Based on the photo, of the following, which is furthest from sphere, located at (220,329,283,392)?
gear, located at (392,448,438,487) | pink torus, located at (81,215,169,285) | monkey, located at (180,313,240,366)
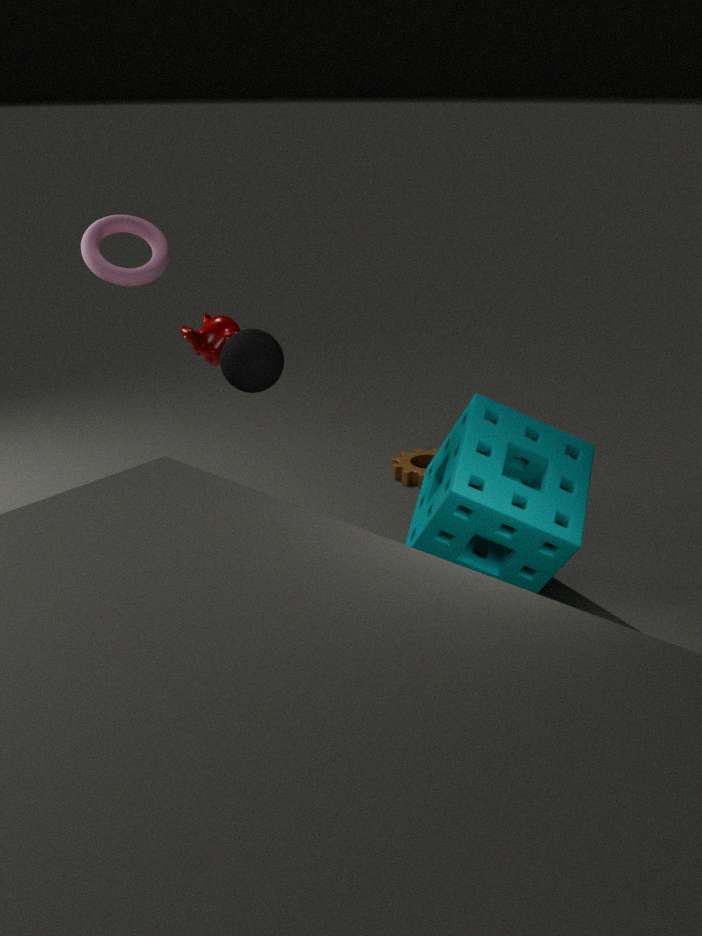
gear, located at (392,448,438,487)
